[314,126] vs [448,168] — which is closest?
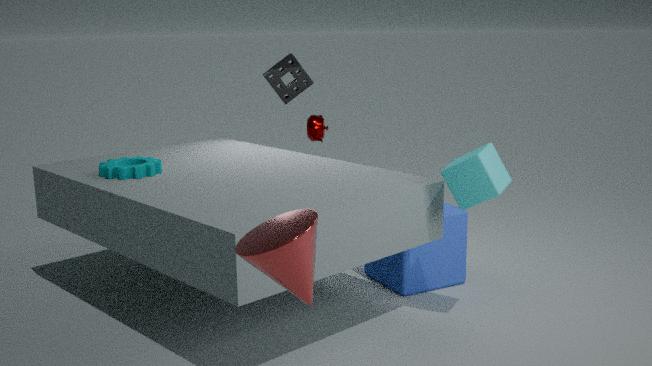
[448,168]
